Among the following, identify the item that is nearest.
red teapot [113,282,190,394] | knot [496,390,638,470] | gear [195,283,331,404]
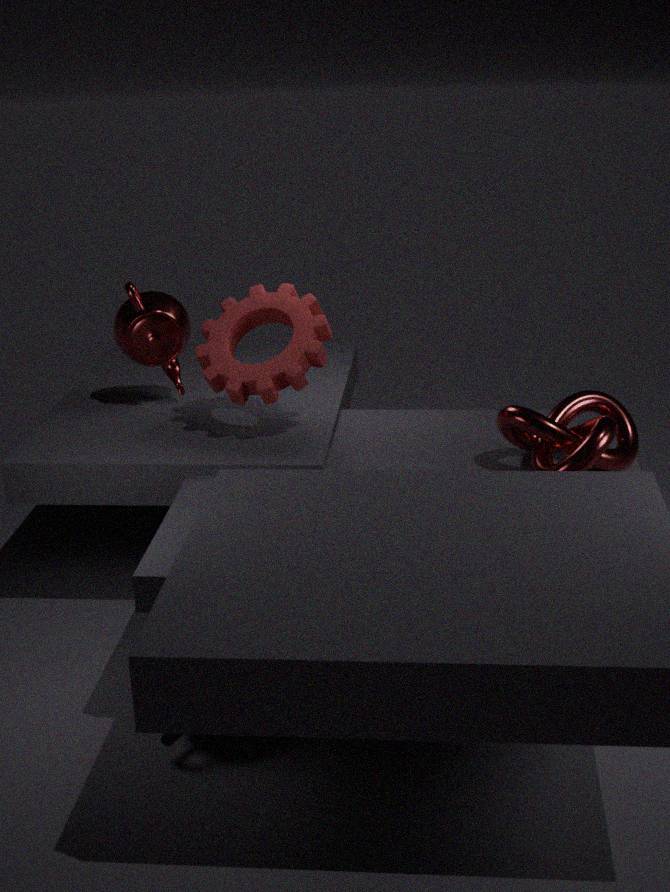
knot [496,390,638,470]
